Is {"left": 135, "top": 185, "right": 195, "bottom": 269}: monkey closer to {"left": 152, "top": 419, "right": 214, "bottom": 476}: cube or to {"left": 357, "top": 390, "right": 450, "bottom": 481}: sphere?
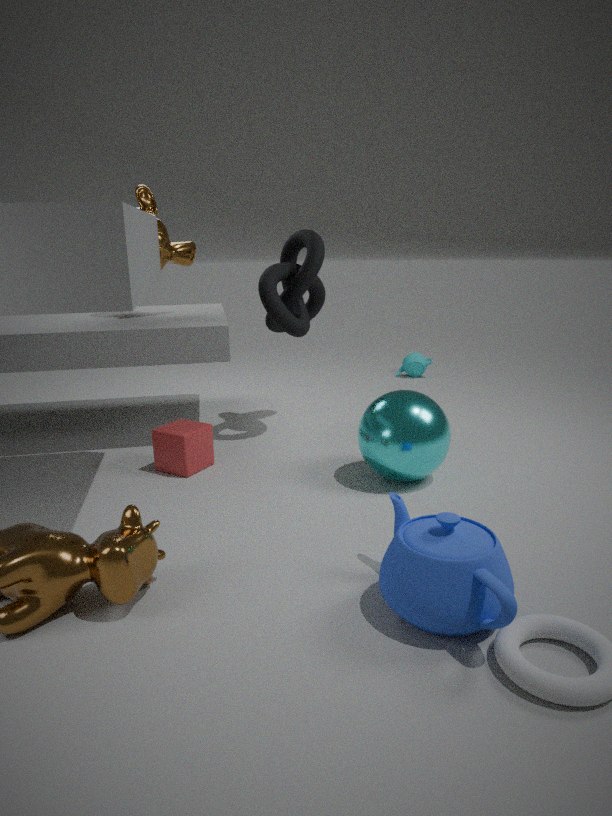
{"left": 152, "top": 419, "right": 214, "bottom": 476}: cube
